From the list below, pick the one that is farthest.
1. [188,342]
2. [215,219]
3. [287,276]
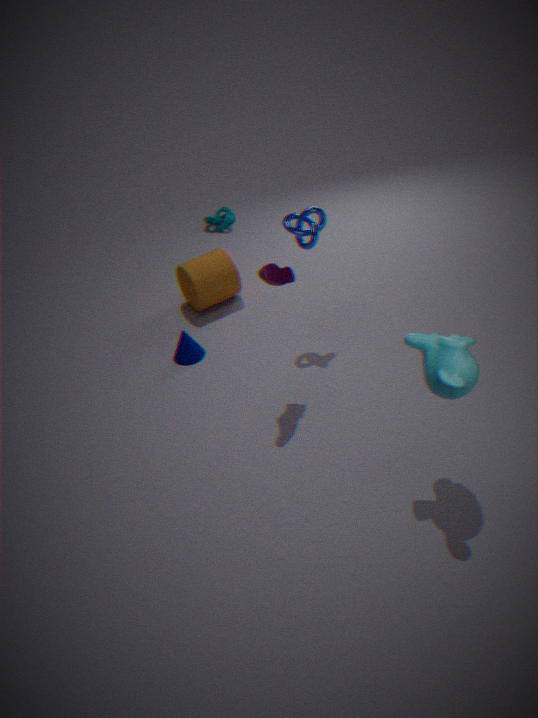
[215,219]
